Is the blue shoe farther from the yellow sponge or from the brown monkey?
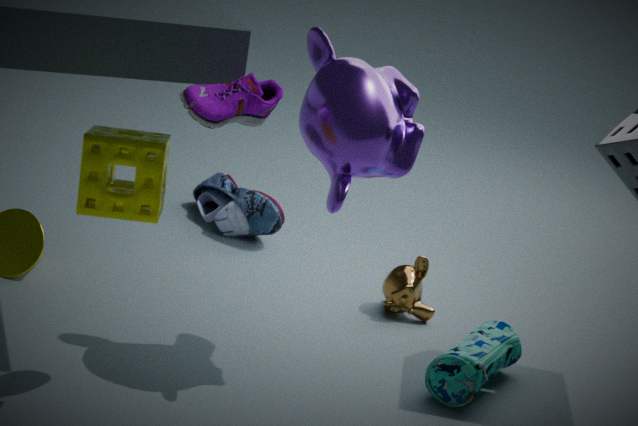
the yellow sponge
